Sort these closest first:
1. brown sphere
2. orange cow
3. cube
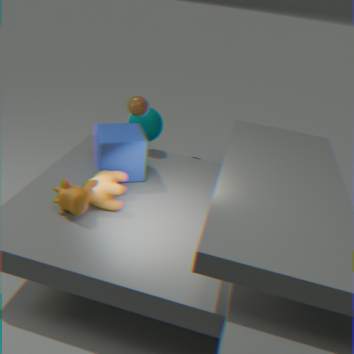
1. orange cow
2. cube
3. brown sphere
